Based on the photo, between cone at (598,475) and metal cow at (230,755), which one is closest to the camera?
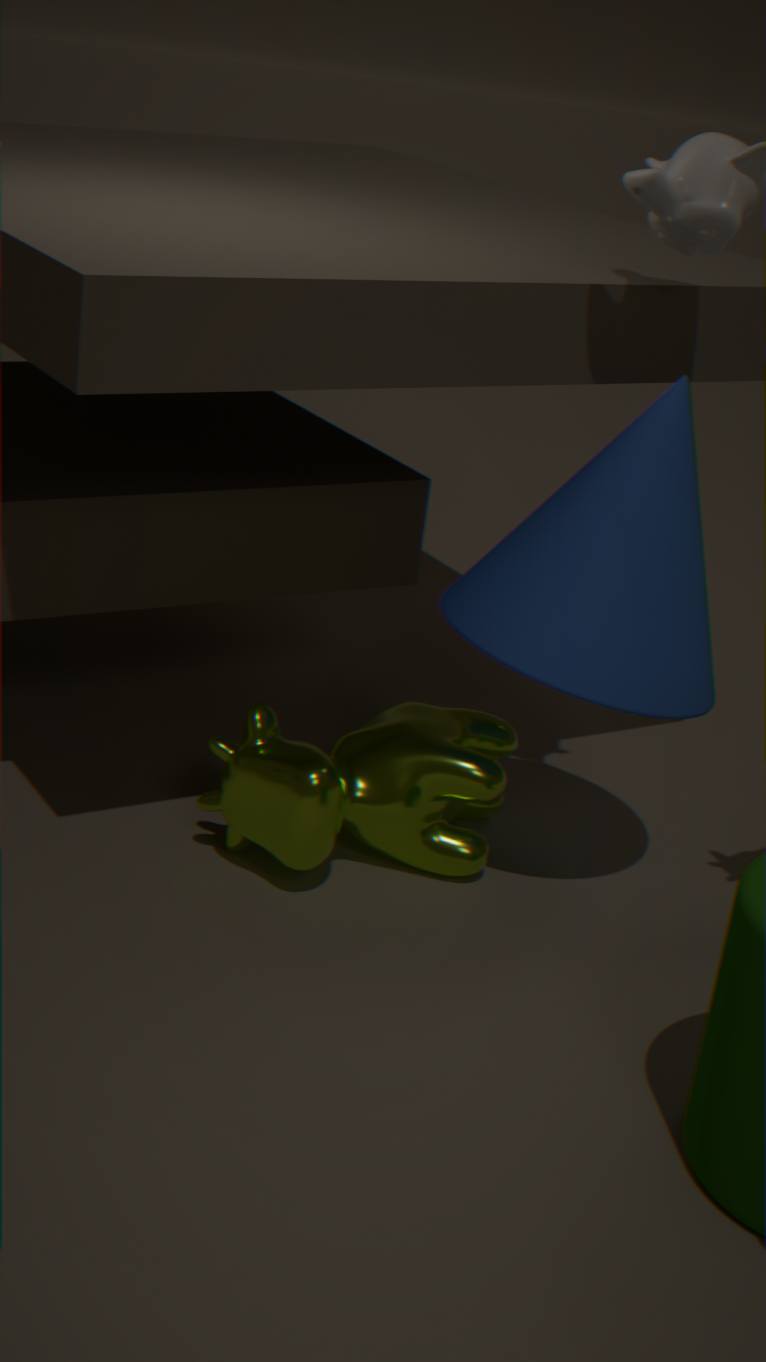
cone at (598,475)
